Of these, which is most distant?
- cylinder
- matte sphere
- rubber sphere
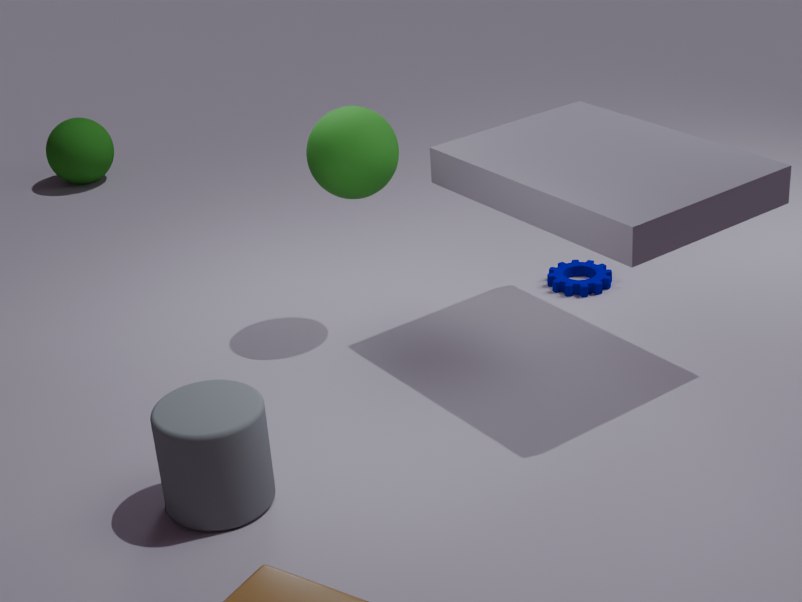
matte sphere
